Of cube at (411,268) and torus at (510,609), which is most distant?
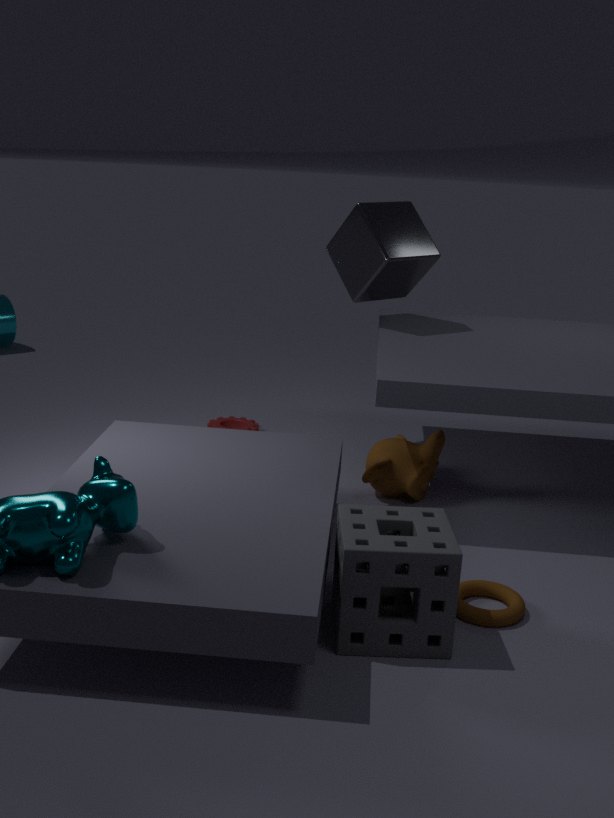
cube at (411,268)
